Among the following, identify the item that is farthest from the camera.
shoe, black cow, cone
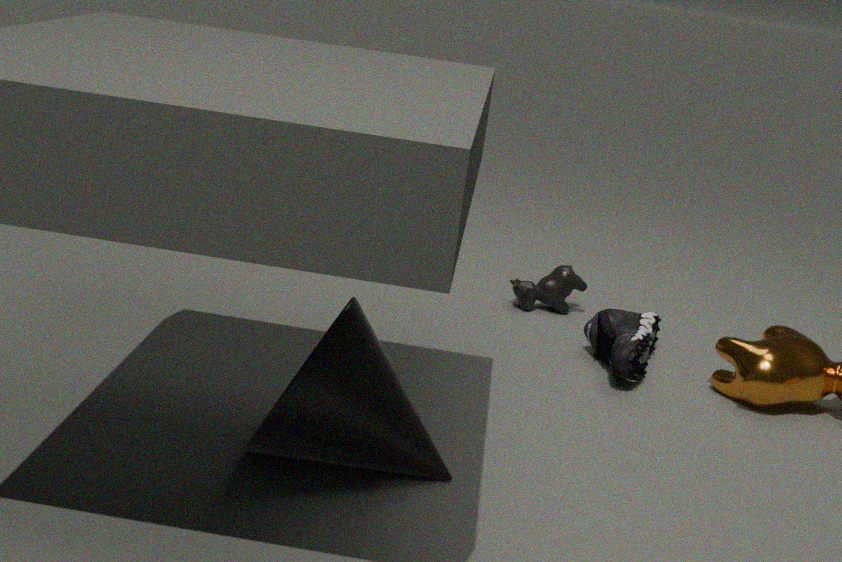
black cow
